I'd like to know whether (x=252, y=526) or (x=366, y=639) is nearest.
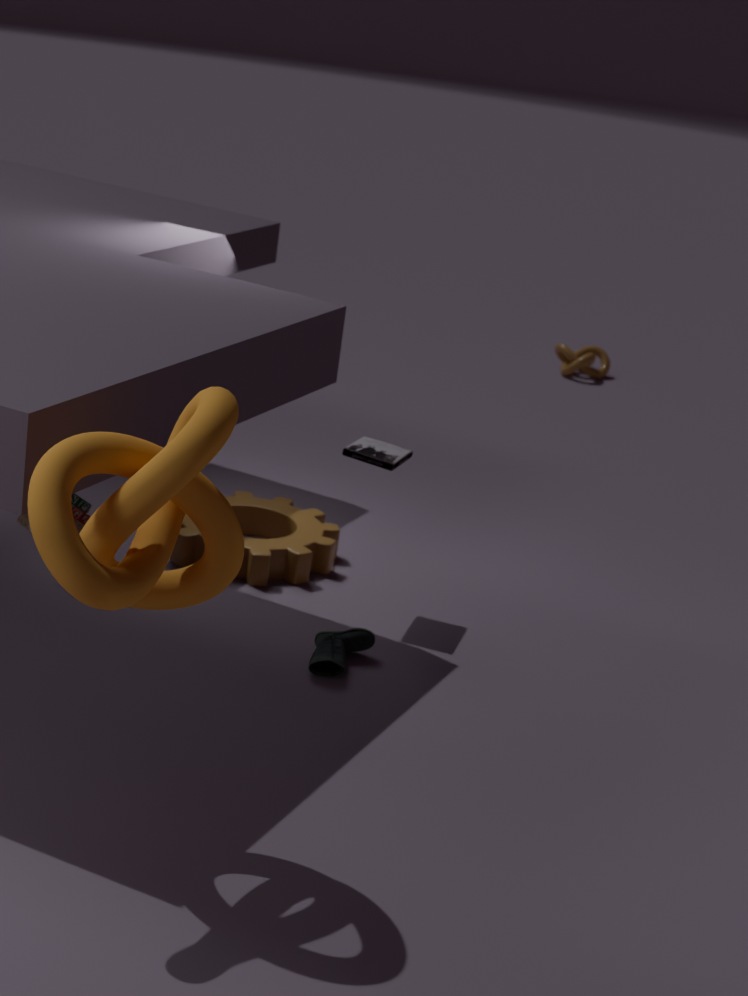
(x=366, y=639)
